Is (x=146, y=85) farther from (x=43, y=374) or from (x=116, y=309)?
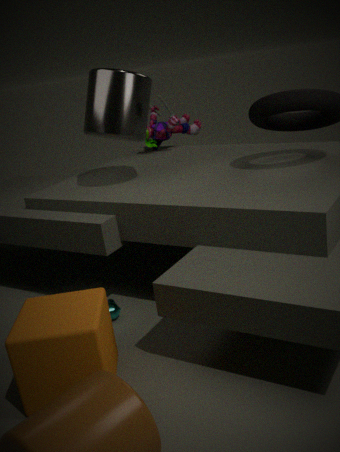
(x=43, y=374)
